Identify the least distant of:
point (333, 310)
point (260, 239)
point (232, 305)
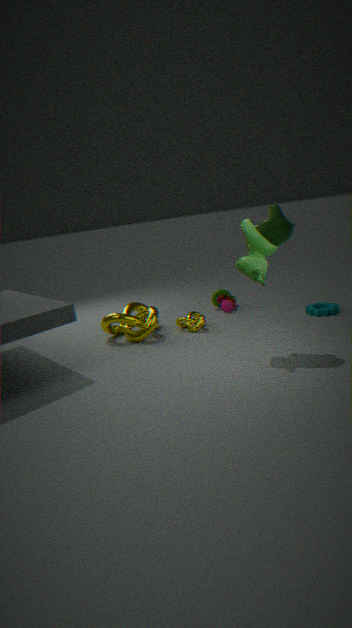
point (260, 239)
